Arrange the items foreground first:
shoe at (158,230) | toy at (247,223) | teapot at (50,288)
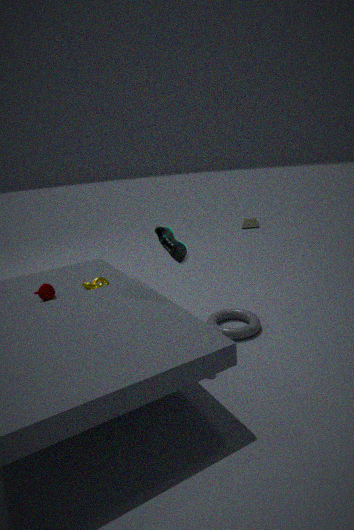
shoe at (158,230), teapot at (50,288), toy at (247,223)
